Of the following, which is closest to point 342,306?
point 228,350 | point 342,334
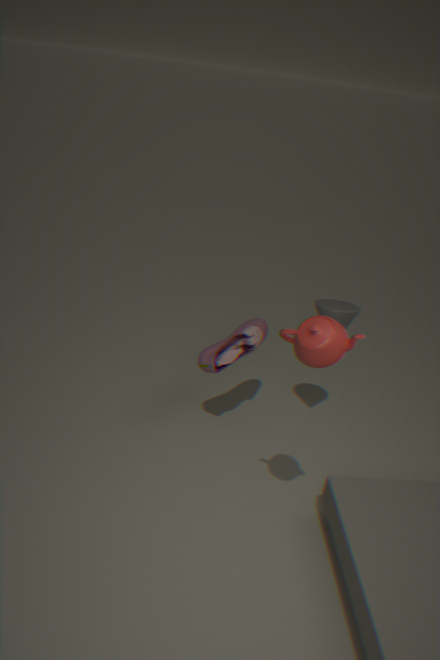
point 228,350
